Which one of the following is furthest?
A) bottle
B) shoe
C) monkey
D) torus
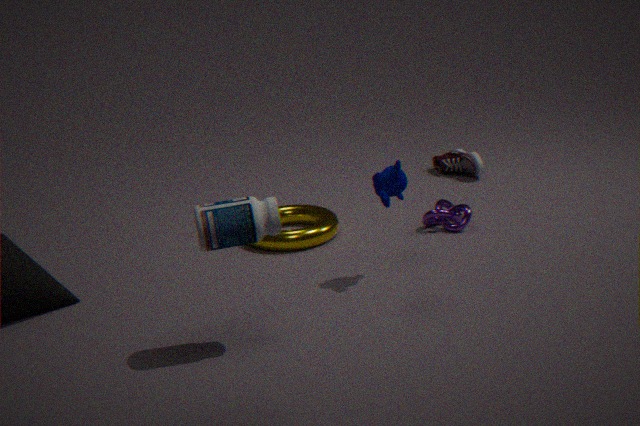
shoe
